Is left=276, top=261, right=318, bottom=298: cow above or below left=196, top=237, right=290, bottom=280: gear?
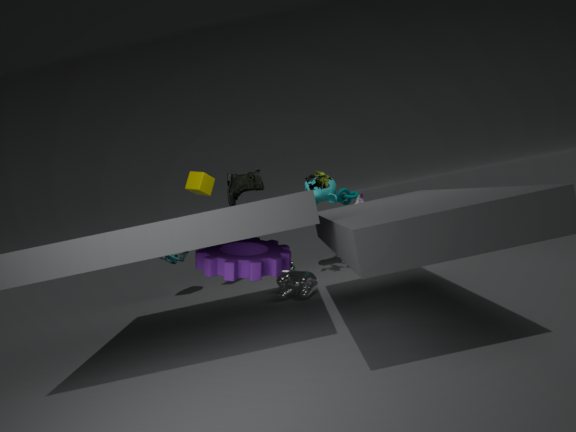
below
